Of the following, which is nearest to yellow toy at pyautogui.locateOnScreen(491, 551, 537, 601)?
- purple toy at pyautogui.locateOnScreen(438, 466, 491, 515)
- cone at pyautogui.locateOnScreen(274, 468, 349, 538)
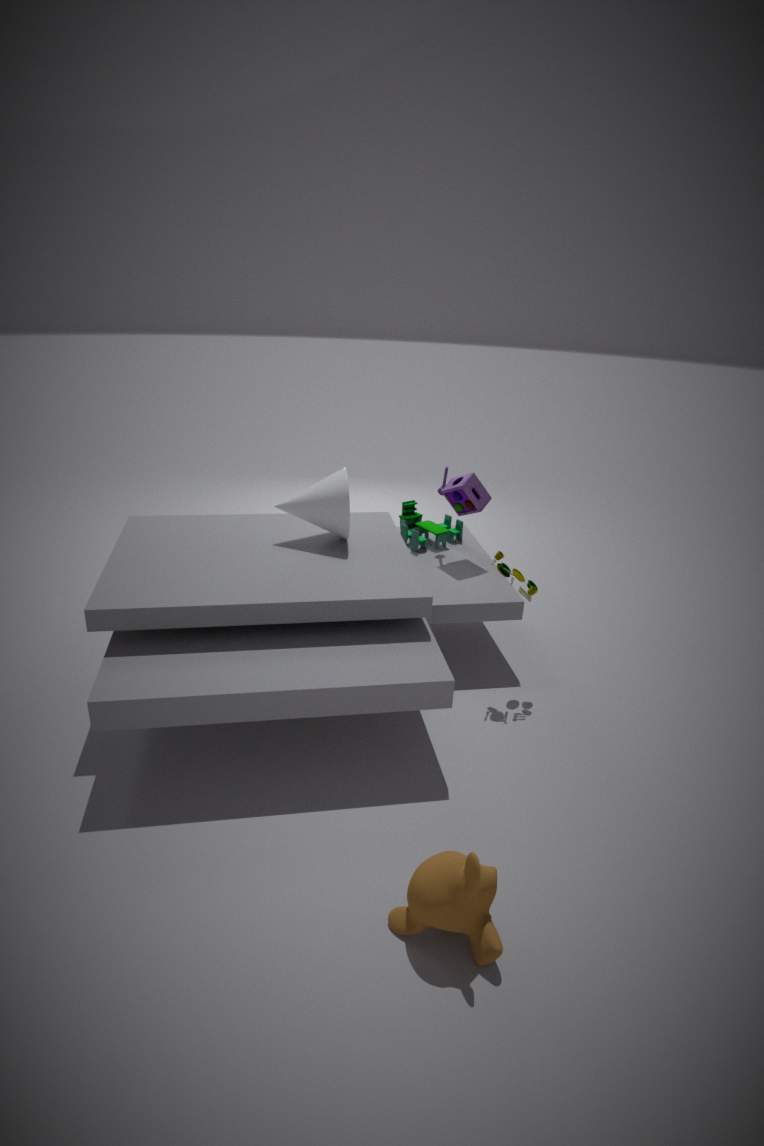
purple toy at pyautogui.locateOnScreen(438, 466, 491, 515)
